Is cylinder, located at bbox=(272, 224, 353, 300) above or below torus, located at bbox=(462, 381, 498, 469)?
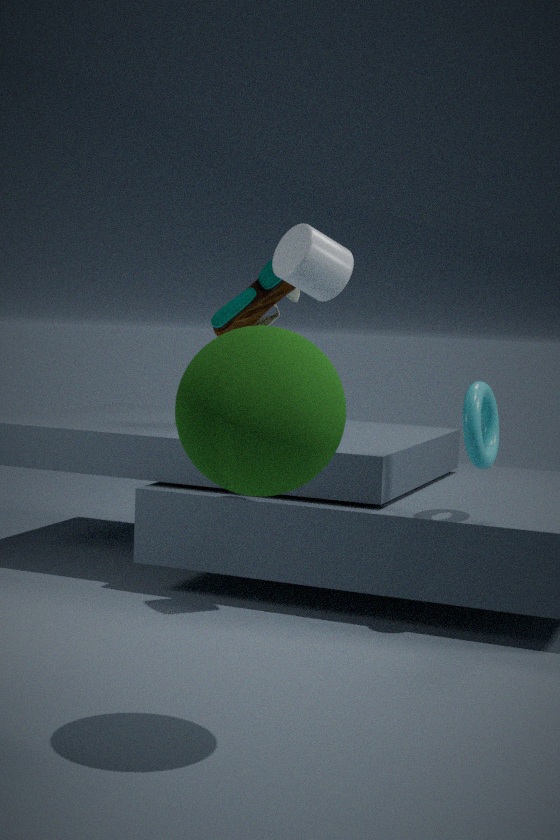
above
